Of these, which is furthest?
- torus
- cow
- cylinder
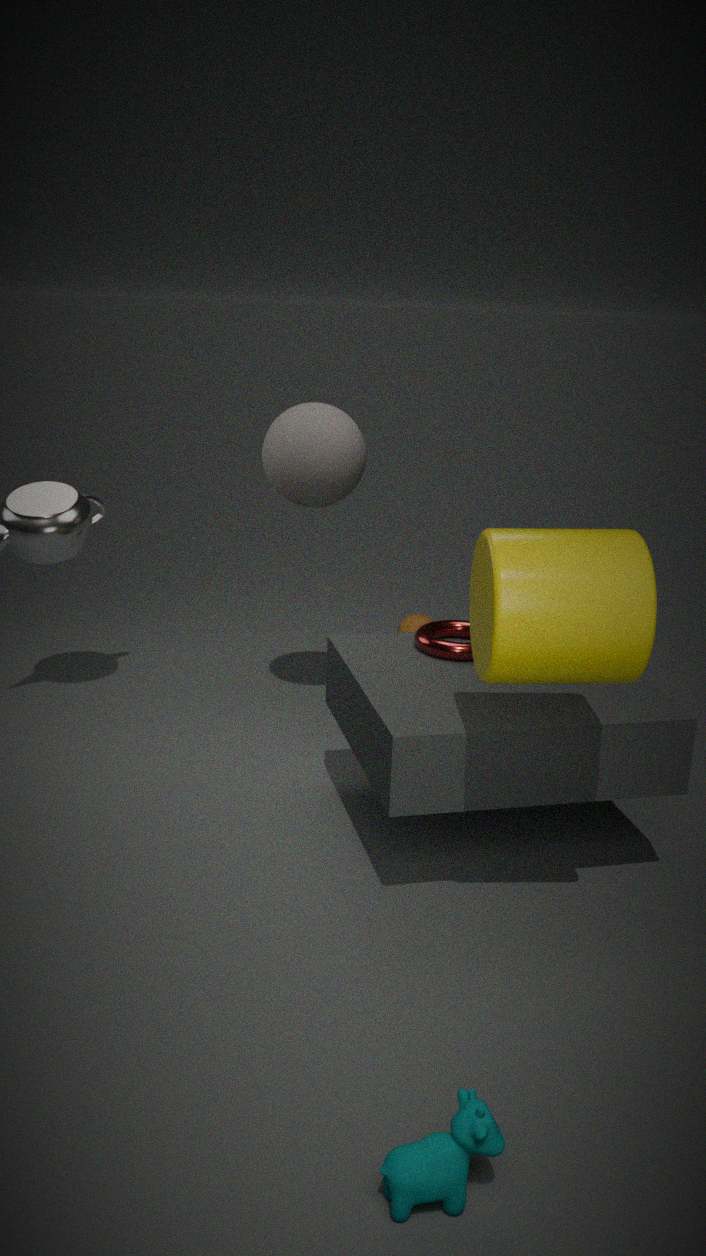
torus
